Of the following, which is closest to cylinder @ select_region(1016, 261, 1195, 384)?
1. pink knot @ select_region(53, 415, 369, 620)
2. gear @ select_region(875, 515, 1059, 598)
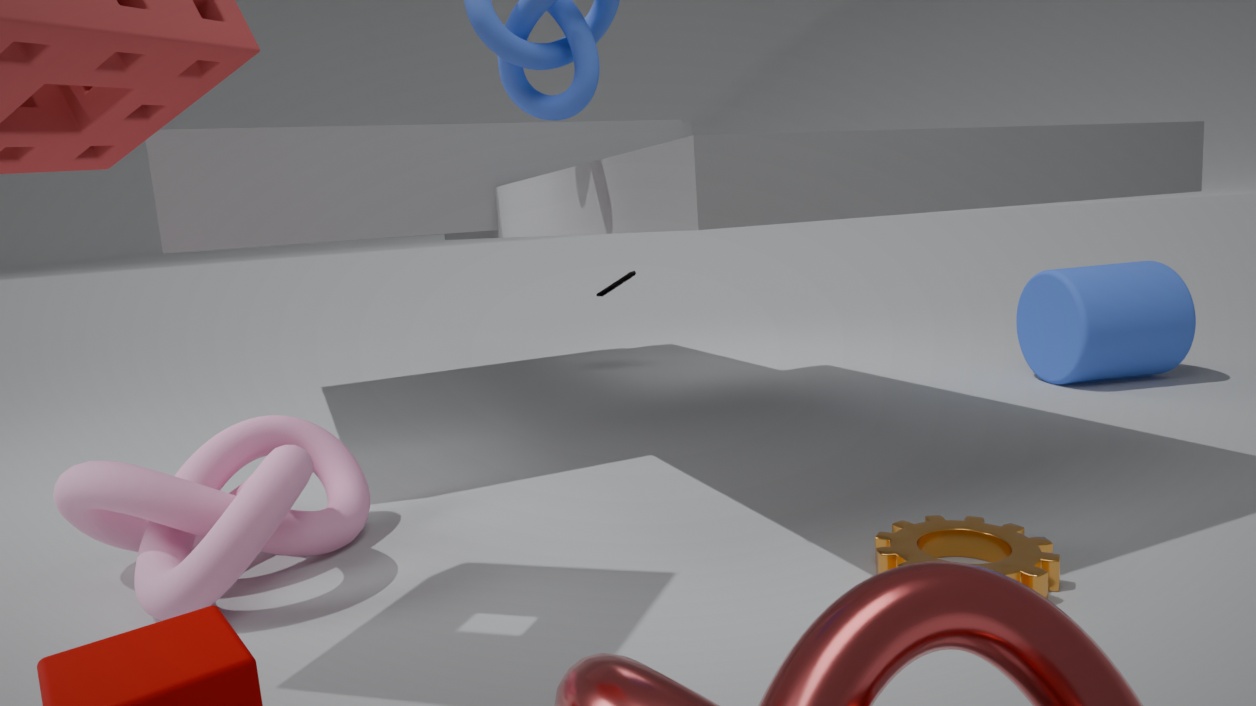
gear @ select_region(875, 515, 1059, 598)
